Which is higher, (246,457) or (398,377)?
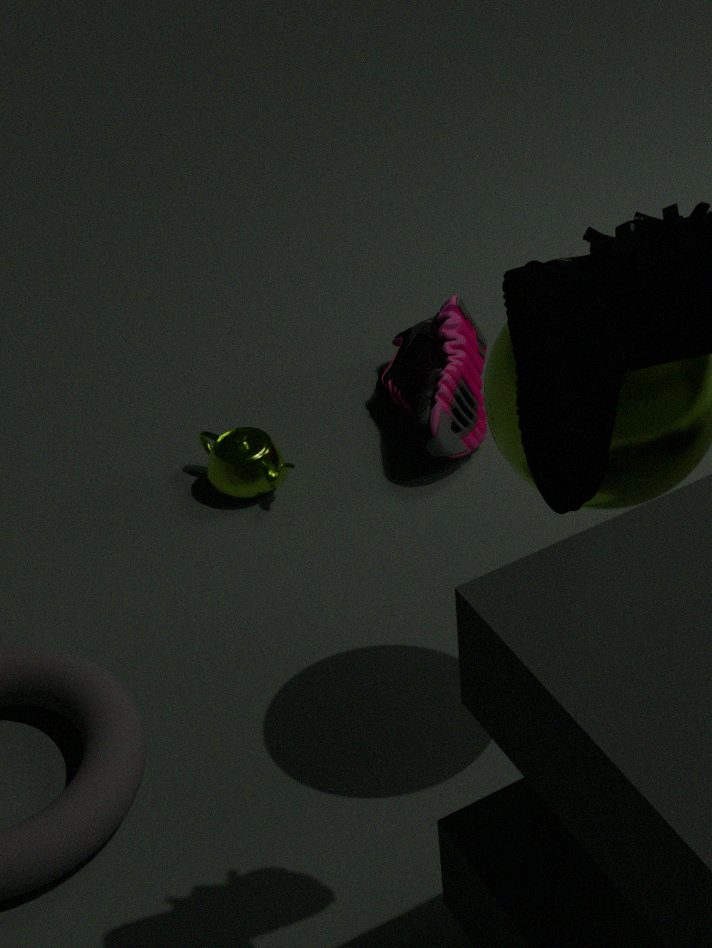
(398,377)
